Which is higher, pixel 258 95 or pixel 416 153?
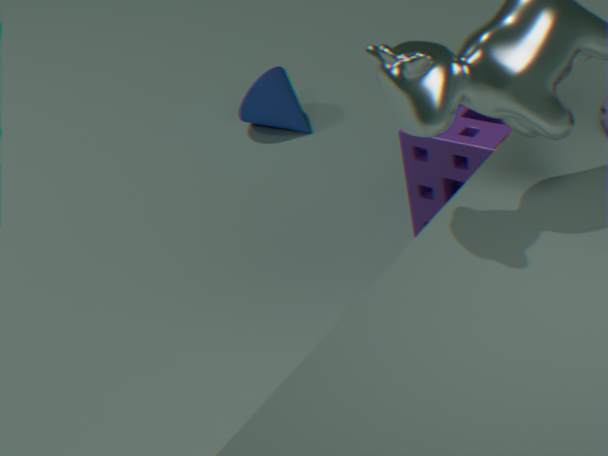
pixel 416 153
